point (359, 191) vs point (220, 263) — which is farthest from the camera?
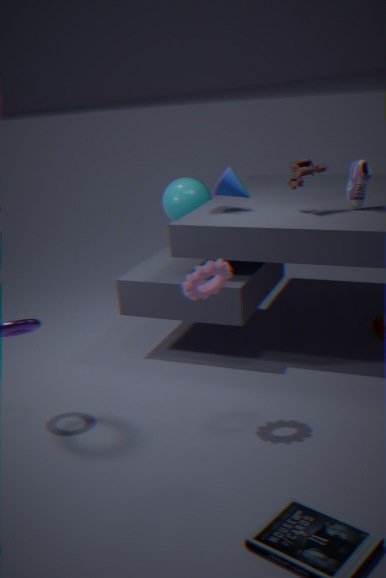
point (359, 191)
